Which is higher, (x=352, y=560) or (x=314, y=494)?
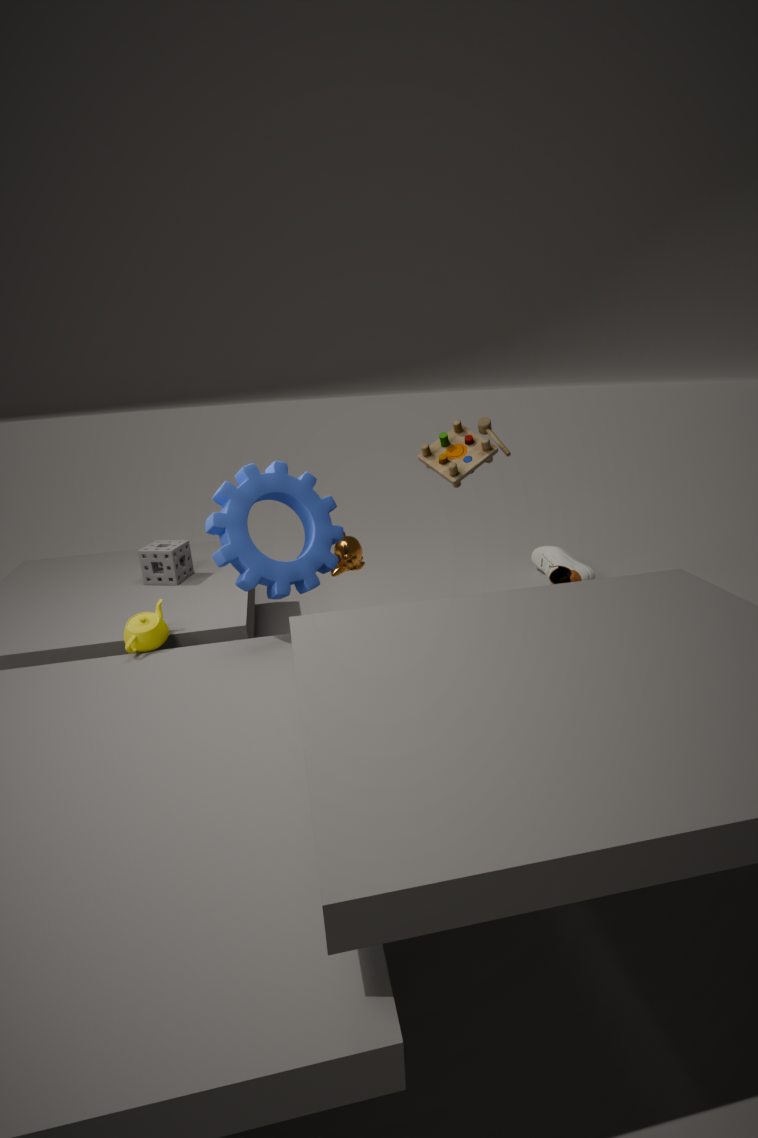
(x=314, y=494)
